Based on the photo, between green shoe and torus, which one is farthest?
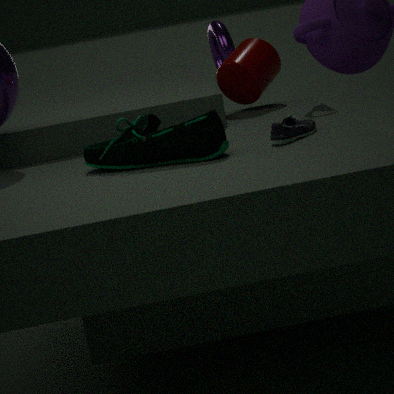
torus
